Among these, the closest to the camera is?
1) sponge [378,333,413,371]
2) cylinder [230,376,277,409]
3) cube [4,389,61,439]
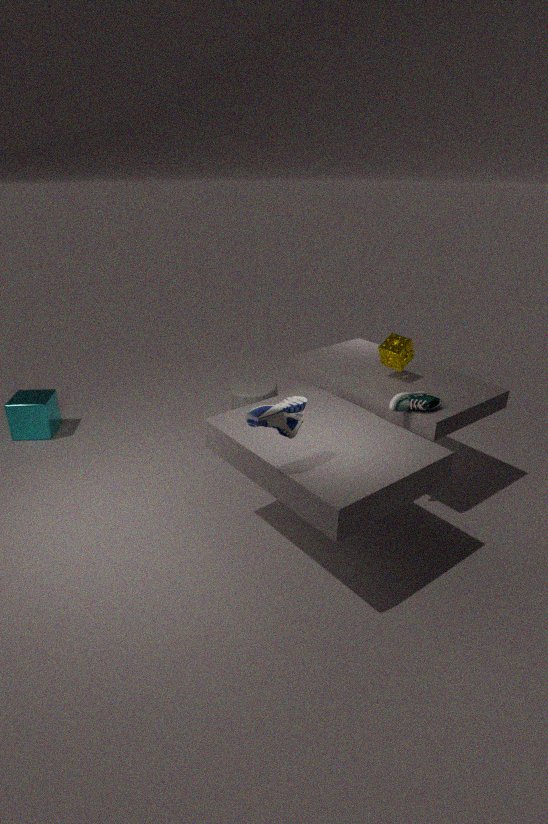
1. sponge [378,333,413,371]
